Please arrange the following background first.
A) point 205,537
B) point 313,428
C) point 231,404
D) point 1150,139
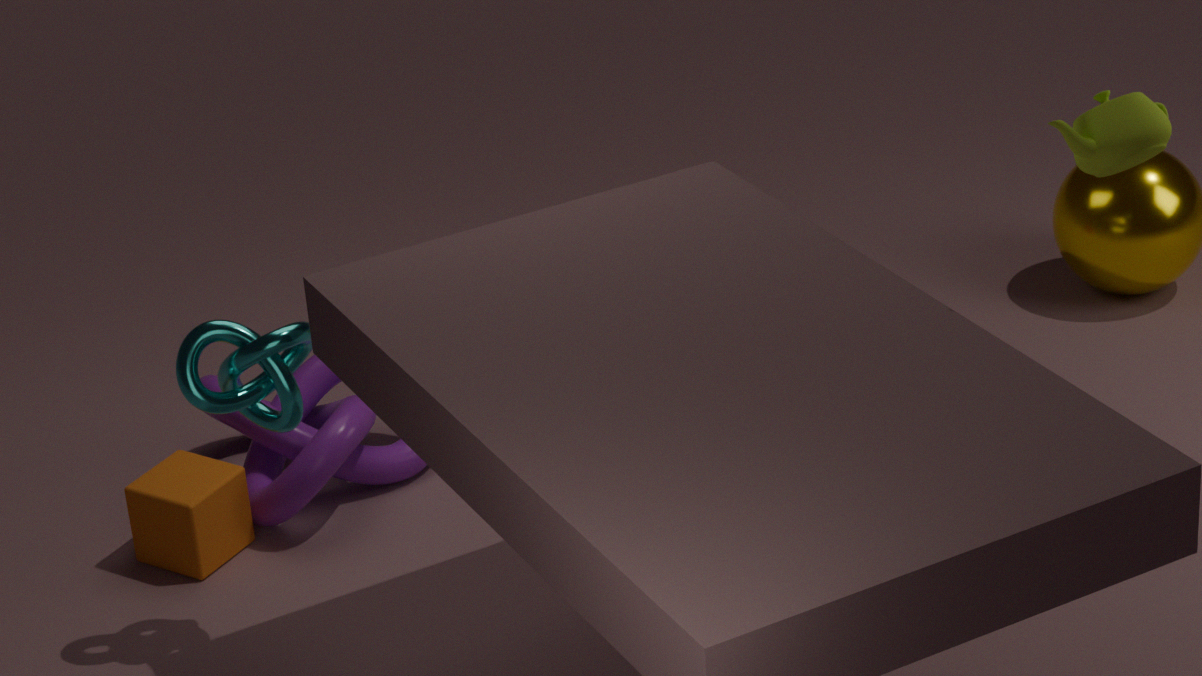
point 313,428
point 205,537
point 231,404
point 1150,139
